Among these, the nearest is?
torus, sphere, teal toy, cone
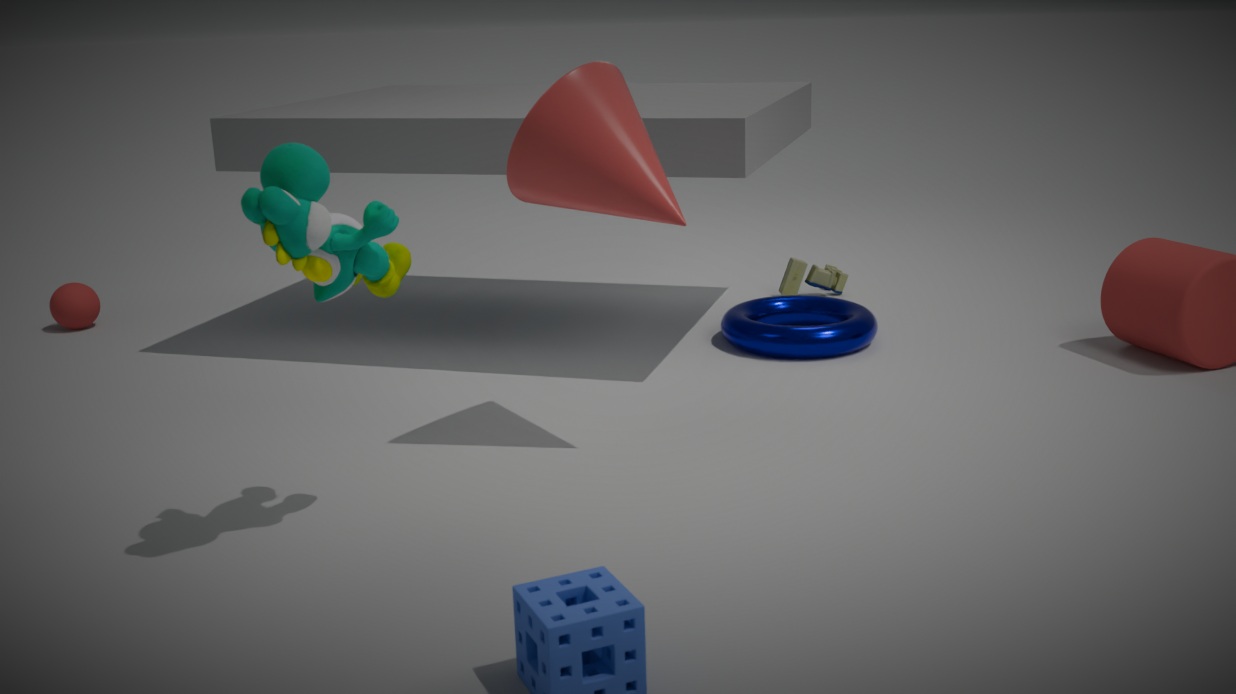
teal toy
